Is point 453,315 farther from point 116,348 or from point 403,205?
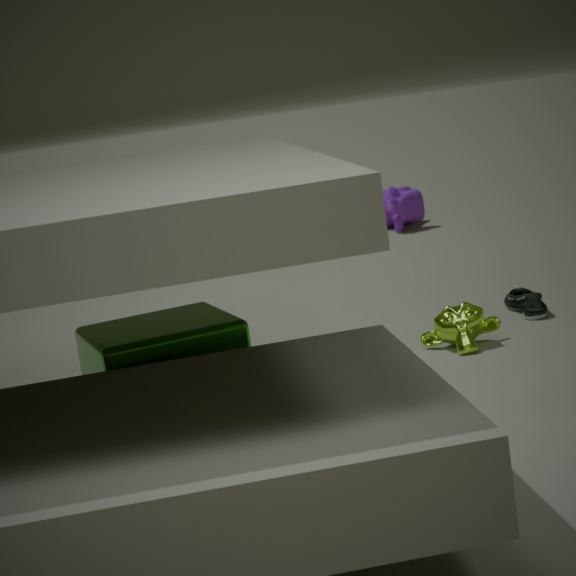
point 403,205
